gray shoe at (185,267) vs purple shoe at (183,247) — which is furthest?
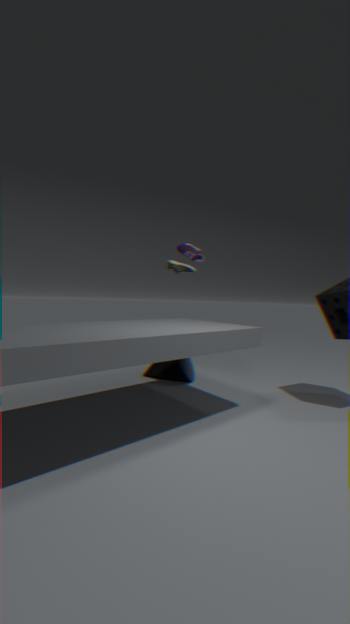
purple shoe at (183,247)
